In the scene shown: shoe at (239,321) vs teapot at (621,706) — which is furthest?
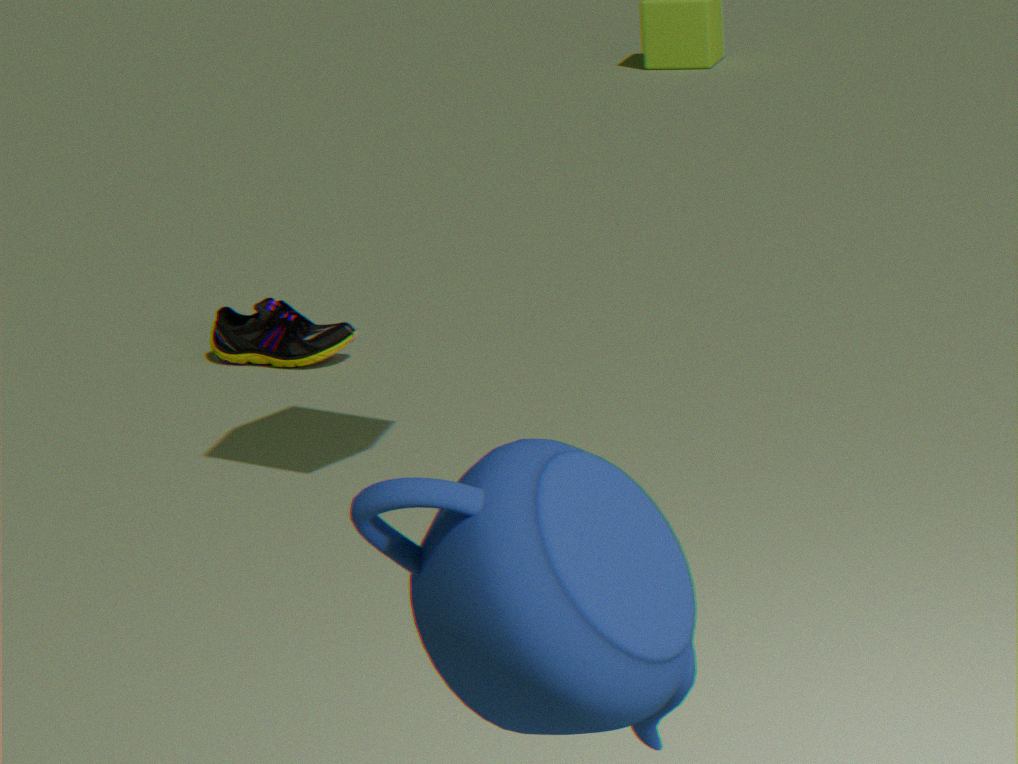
shoe at (239,321)
